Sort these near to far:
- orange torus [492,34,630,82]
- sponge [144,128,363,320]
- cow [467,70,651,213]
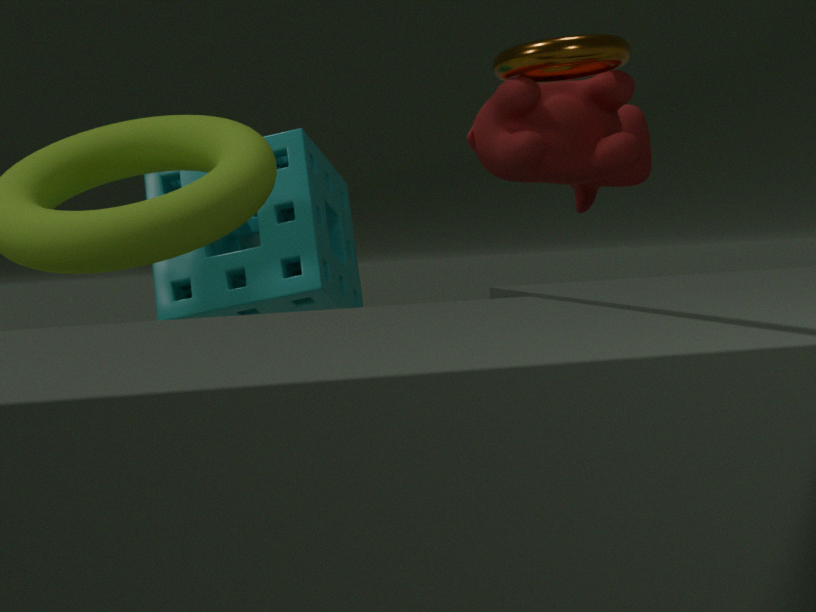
orange torus [492,34,630,82] < cow [467,70,651,213] < sponge [144,128,363,320]
